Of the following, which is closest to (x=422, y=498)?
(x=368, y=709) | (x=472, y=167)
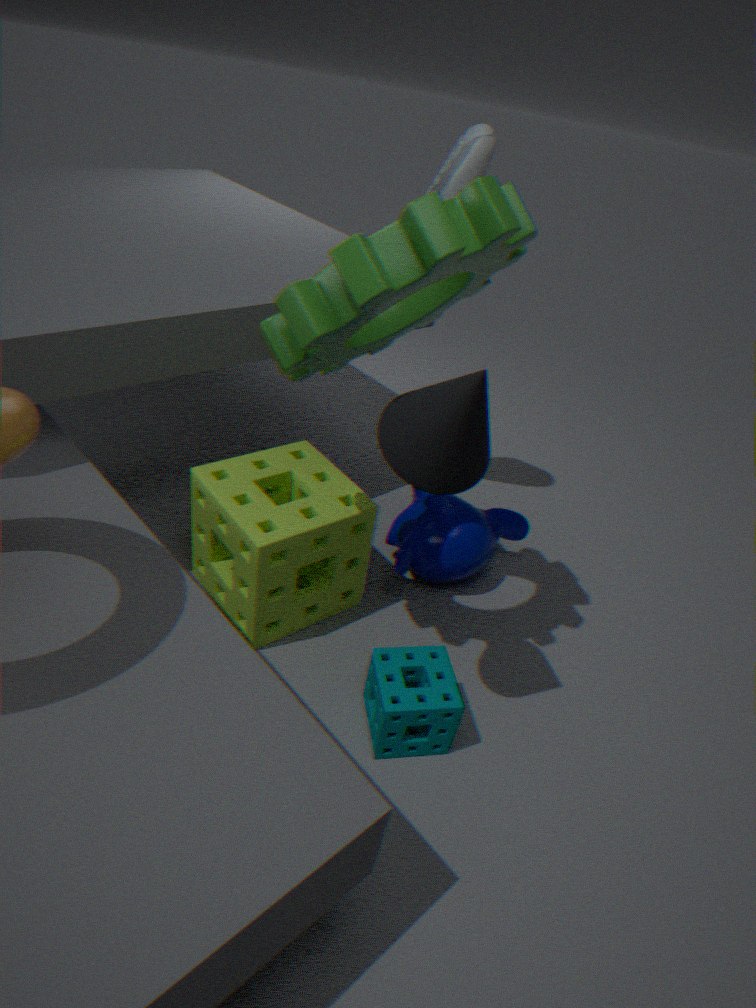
(x=368, y=709)
